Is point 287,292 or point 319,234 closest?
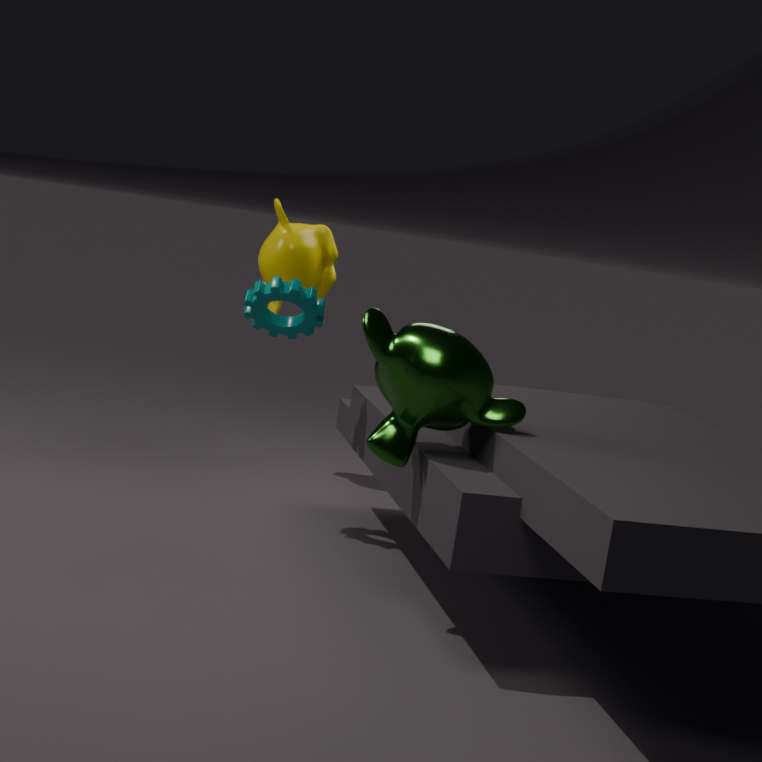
point 287,292
